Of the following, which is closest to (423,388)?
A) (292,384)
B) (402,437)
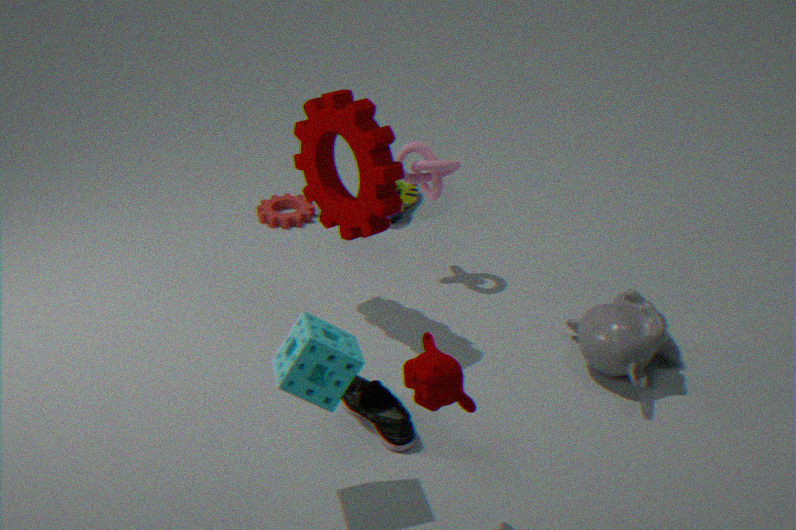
(292,384)
